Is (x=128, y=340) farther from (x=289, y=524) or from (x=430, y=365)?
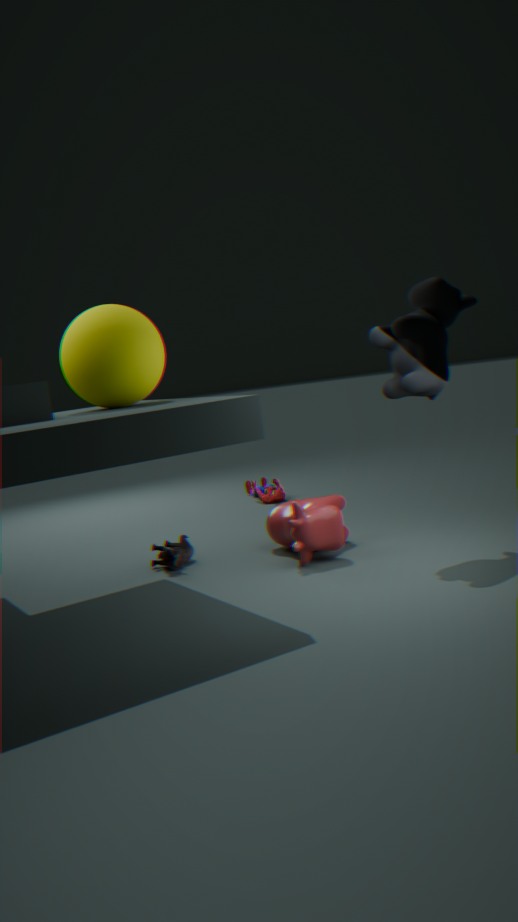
(x=430, y=365)
